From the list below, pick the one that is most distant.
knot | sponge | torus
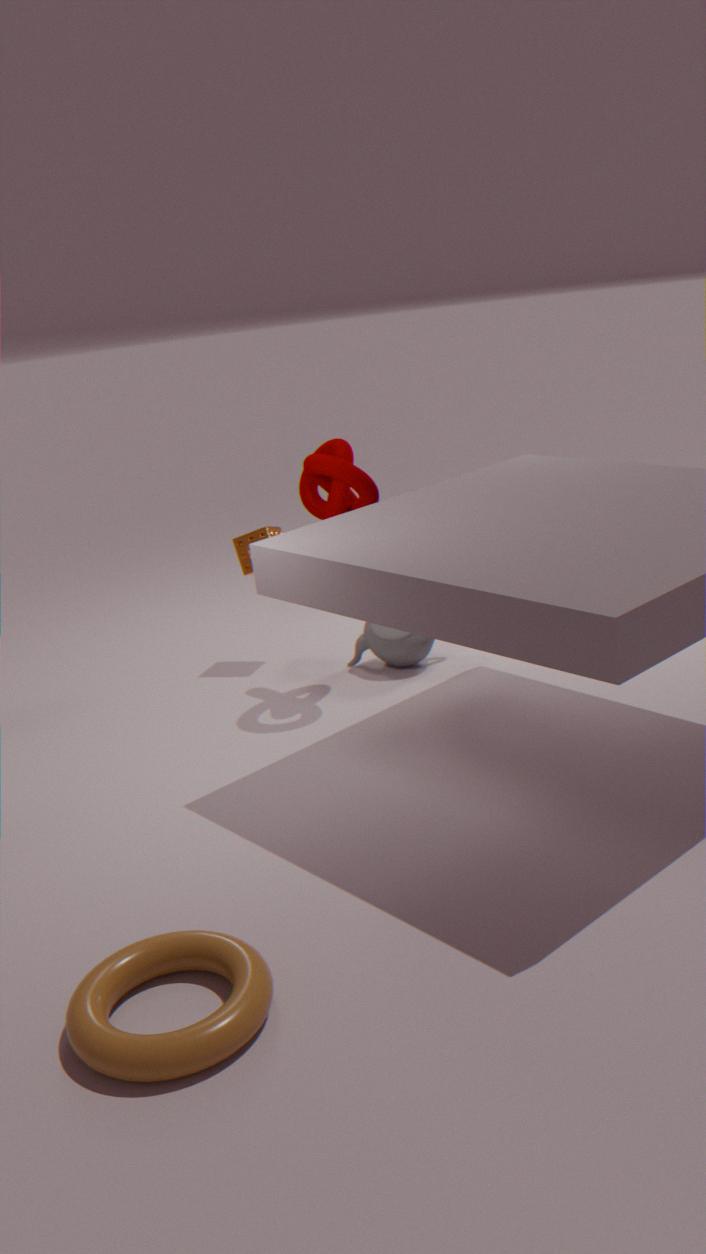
sponge
